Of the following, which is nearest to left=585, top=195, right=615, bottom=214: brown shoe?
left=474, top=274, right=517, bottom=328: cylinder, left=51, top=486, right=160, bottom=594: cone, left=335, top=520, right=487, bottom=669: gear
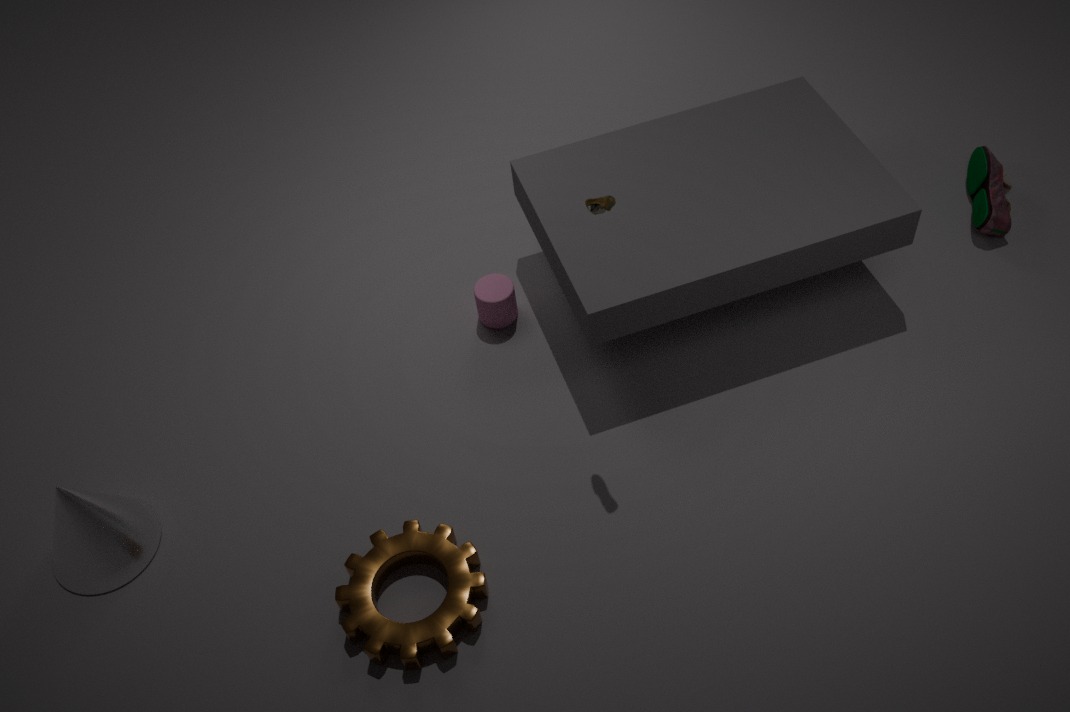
left=474, top=274, right=517, bottom=328: cylinder
